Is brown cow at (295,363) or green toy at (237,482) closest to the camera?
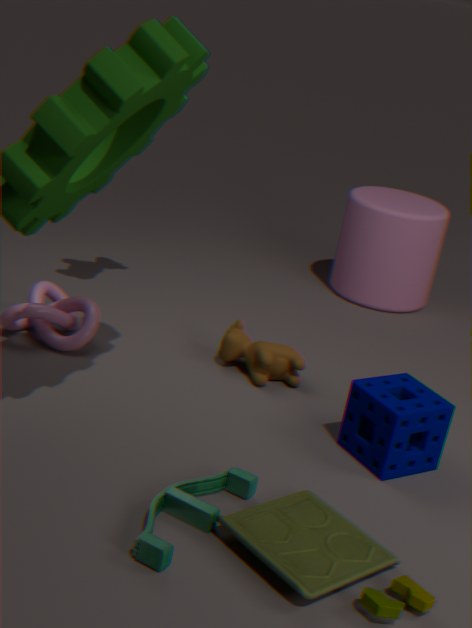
green toy at (237,482)
